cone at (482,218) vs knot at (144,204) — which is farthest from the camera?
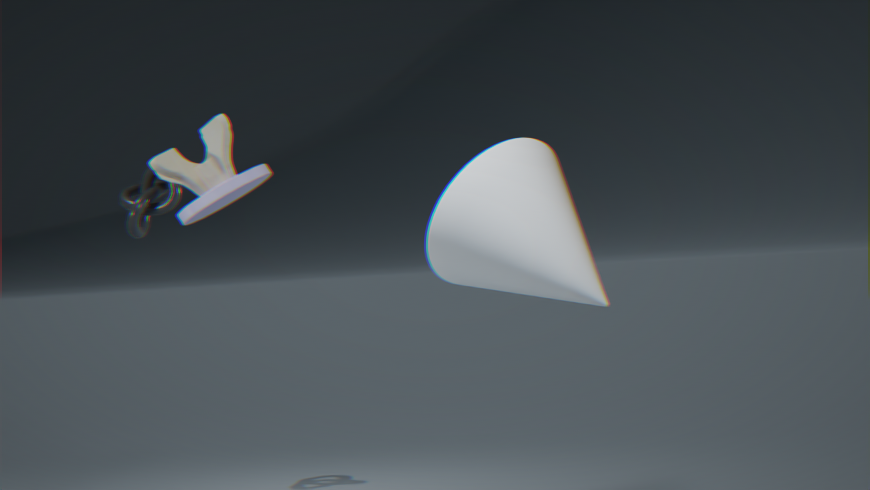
knot at (144,204)
